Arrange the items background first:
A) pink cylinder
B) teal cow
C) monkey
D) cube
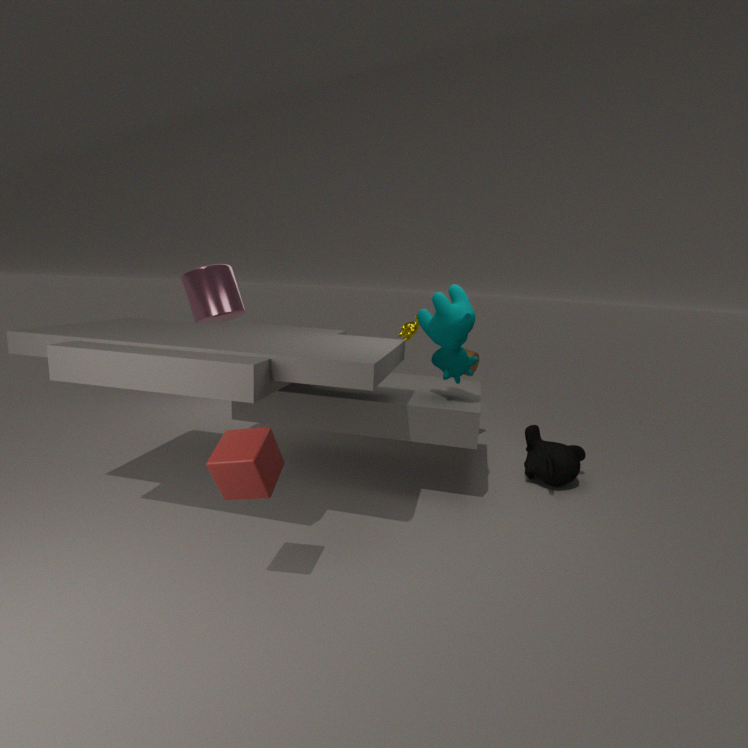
pink cylinder, monkey, teal cow, cube
